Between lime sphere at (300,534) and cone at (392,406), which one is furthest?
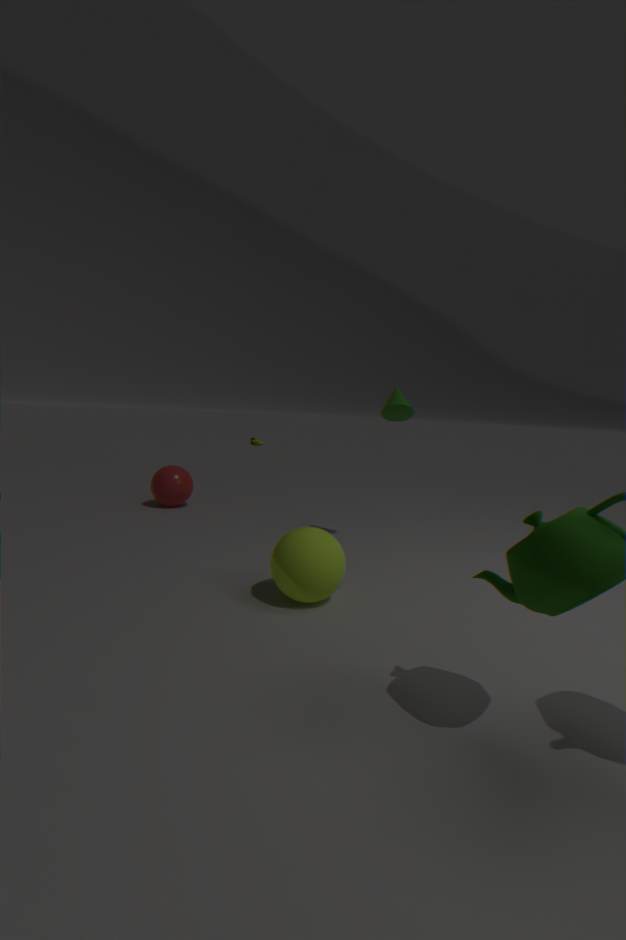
cone at (392,406)
